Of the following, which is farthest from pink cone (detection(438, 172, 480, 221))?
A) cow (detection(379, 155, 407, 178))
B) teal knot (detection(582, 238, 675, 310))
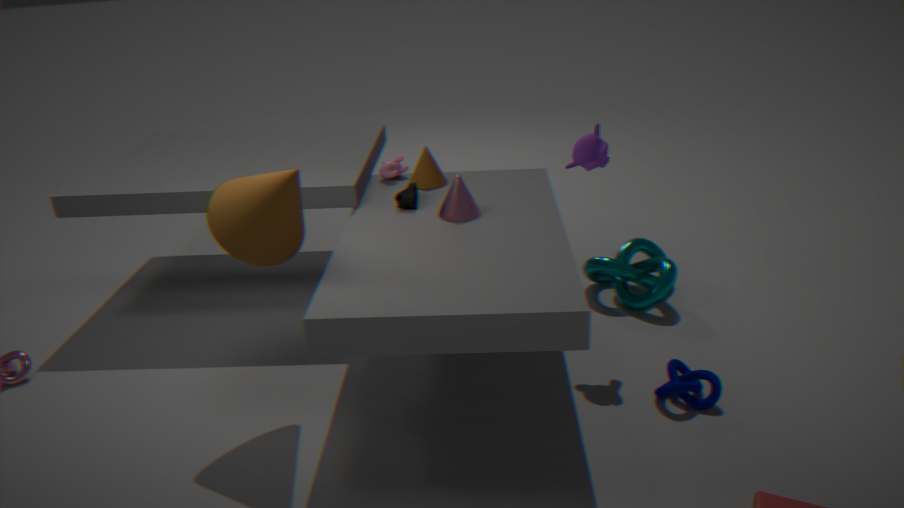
teal knot (detection(582, 238, 675, 310))
